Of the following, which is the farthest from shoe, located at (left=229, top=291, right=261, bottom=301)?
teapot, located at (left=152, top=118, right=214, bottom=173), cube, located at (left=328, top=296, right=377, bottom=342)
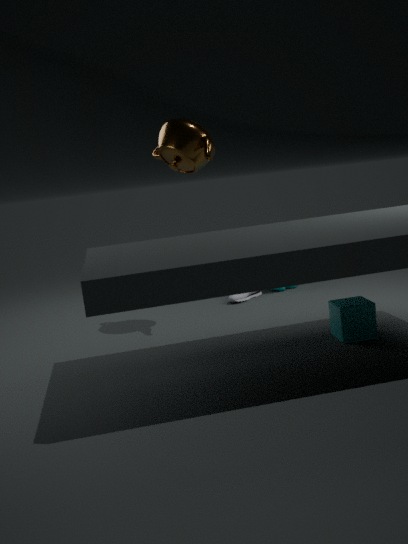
cube, located at (left=328, top=296, right=377, bottom=342)
